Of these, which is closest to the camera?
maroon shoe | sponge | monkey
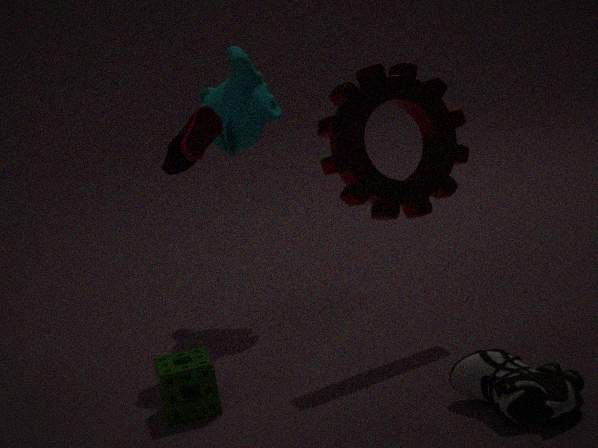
sponge
